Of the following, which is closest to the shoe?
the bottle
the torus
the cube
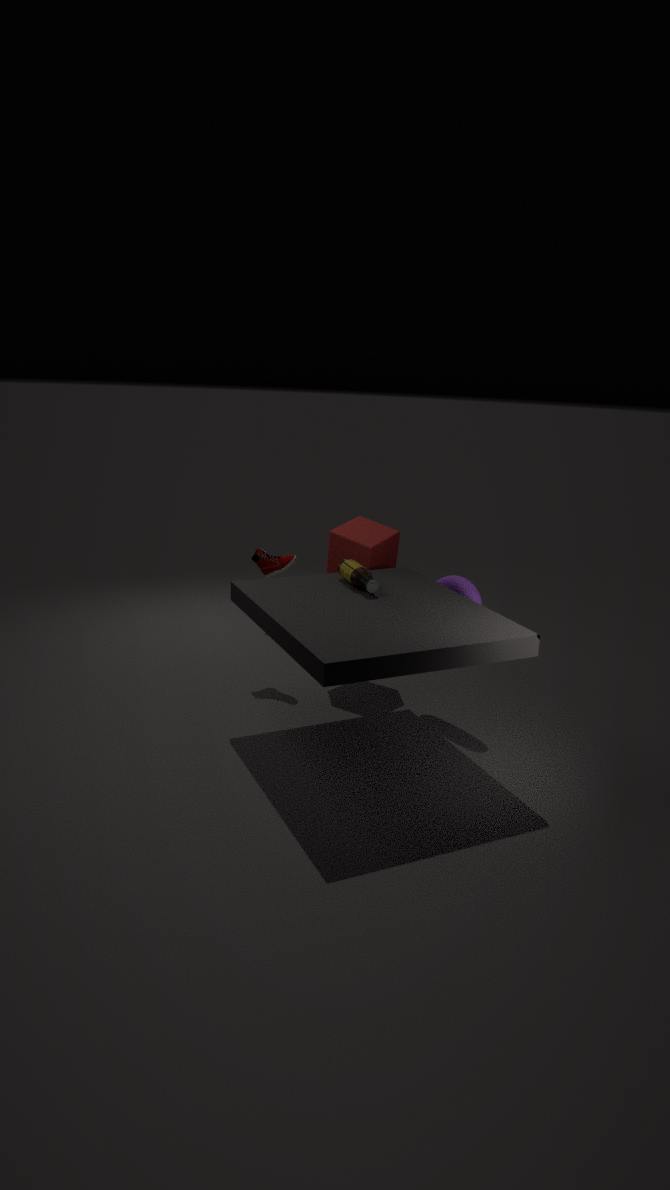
the cube
